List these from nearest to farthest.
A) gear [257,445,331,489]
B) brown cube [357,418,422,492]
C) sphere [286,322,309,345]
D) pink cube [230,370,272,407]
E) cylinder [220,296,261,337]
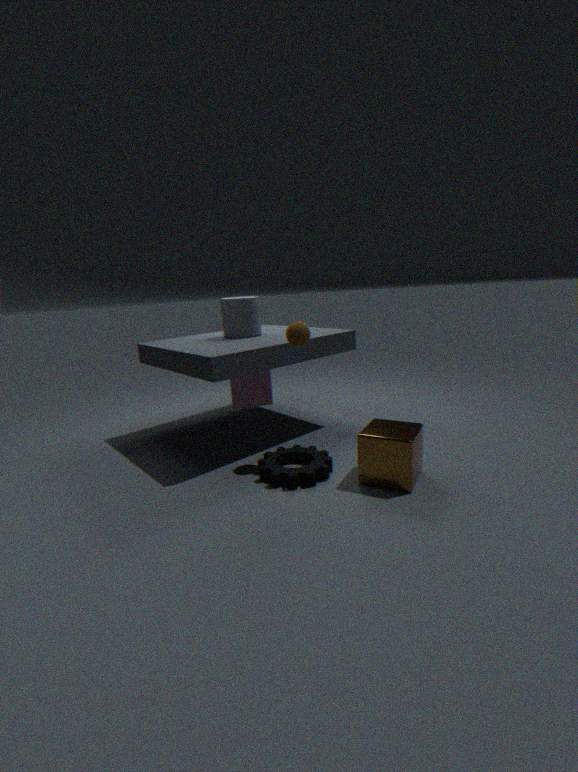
brown cube [357,418,422,492]
gear [257,445,331,489]
sphere [286,322,309,345]
pink cube [230,370,272,407]
cylinder [220,296,261,337]
